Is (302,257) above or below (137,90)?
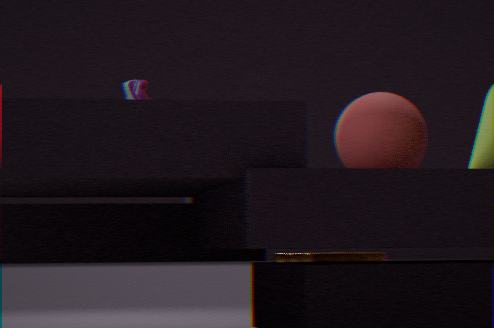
below
